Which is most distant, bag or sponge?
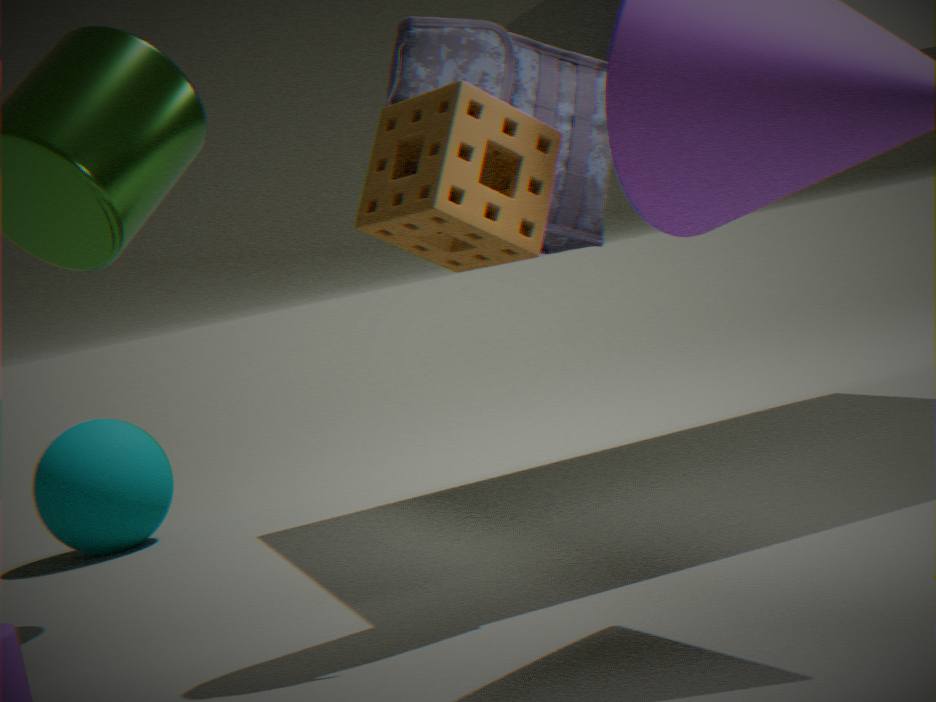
bag
